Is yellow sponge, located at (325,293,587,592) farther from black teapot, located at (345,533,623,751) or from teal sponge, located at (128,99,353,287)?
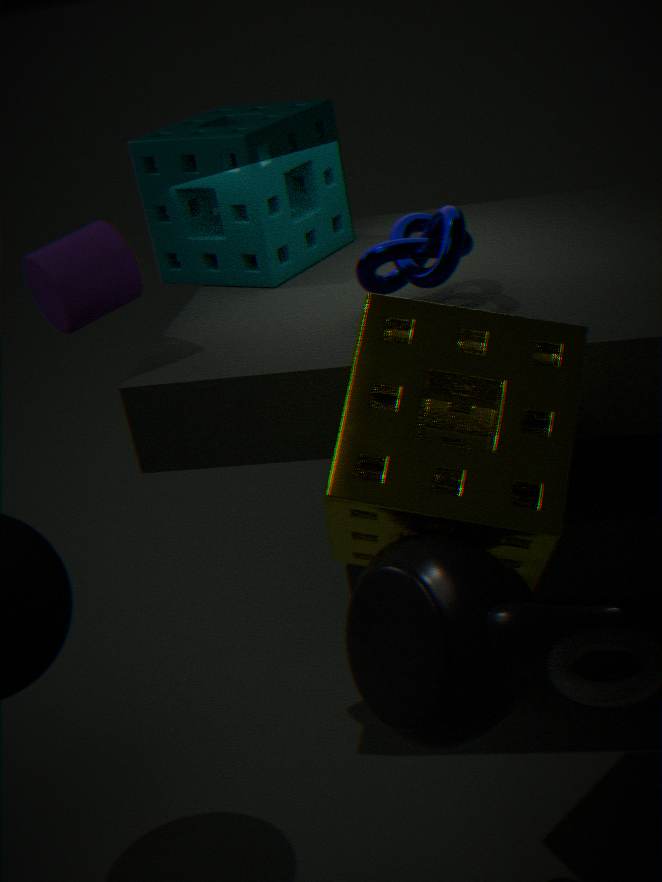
teal sponge, located at (128,99,353,287)
